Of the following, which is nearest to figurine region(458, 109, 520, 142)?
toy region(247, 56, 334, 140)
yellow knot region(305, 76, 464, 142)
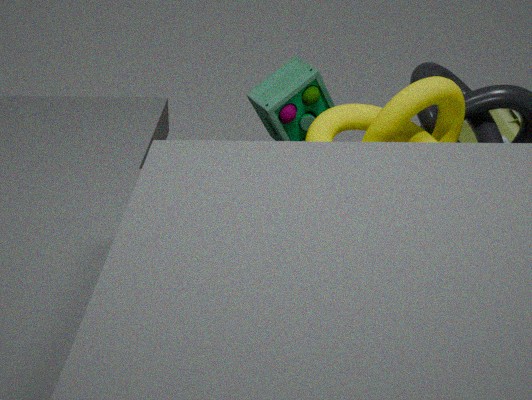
toy region(247, 56, 334, 140)
